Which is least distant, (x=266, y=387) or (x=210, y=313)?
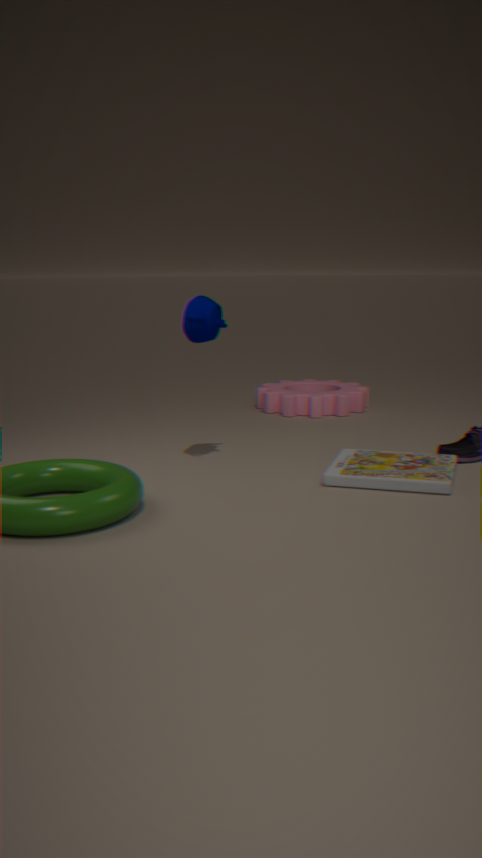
(x=210, y=313)
